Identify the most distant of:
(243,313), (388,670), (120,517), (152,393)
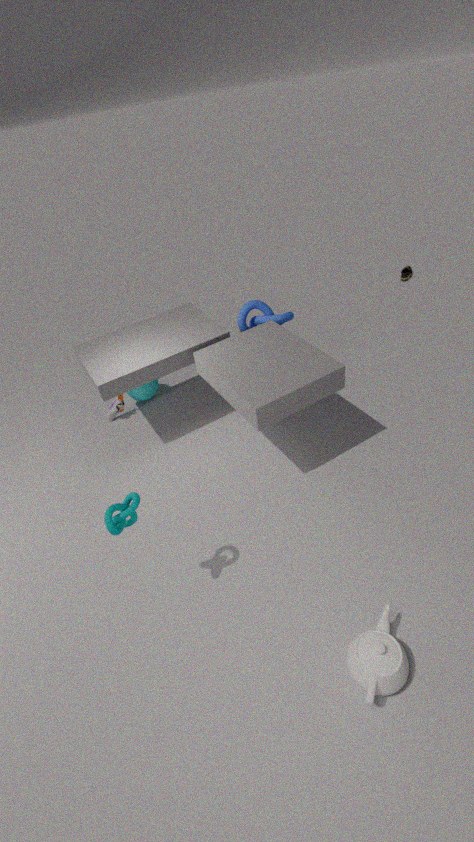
(152,393)
